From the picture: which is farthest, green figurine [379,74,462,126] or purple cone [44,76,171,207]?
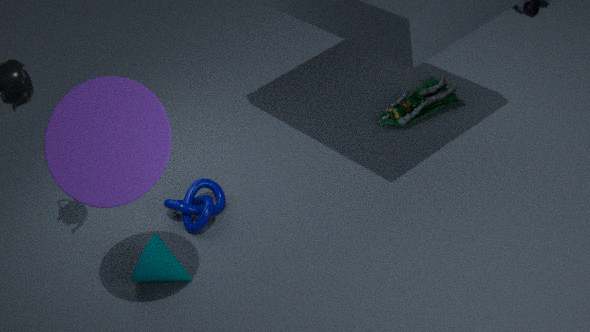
green figurine [379,74,462,126]
